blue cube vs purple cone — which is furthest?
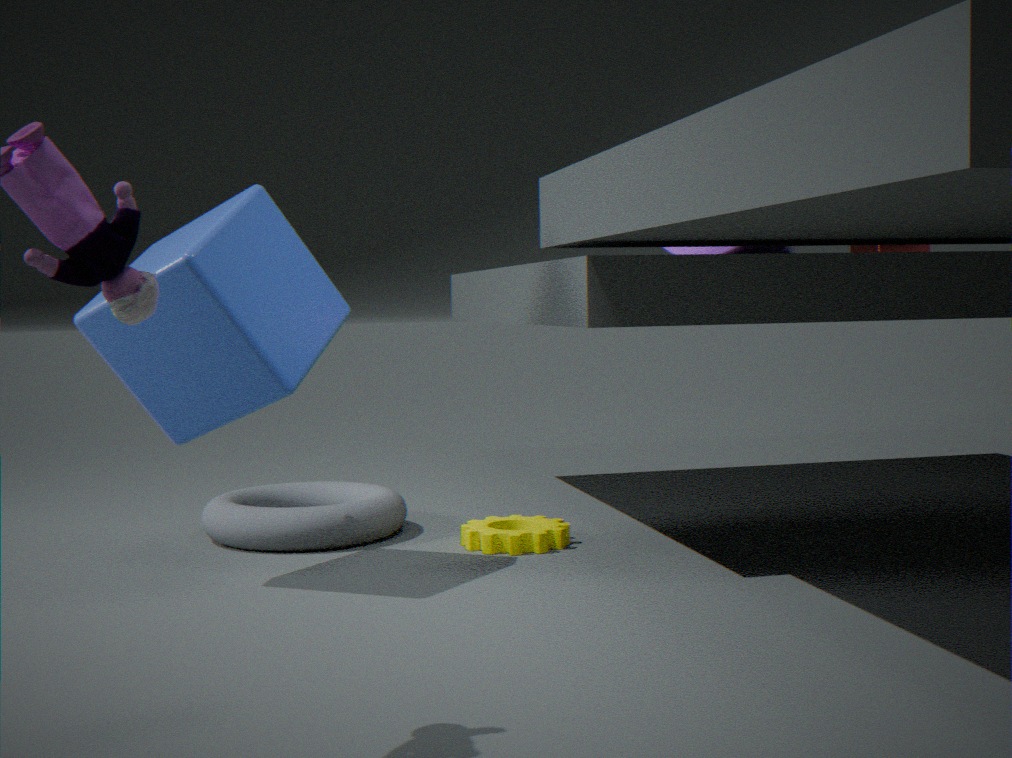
purple cone
